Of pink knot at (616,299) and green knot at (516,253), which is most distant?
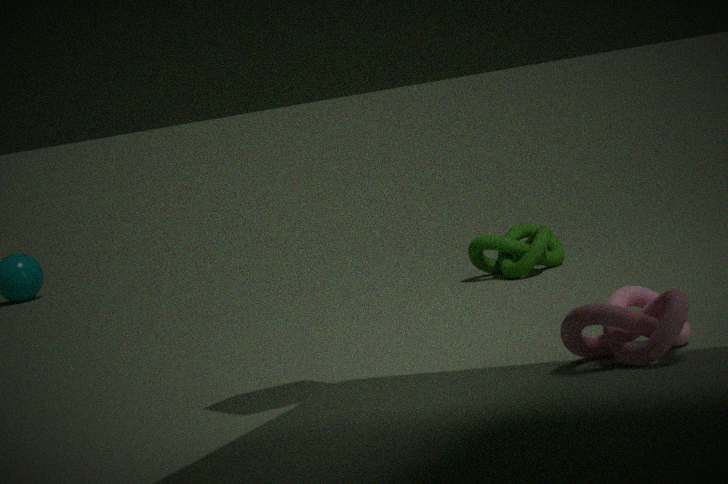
green knot at (516,253)
